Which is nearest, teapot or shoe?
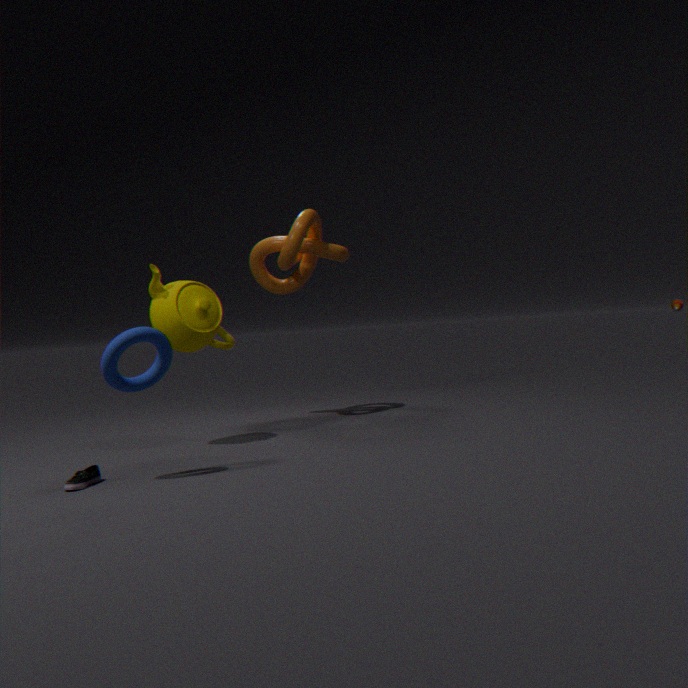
shoe
